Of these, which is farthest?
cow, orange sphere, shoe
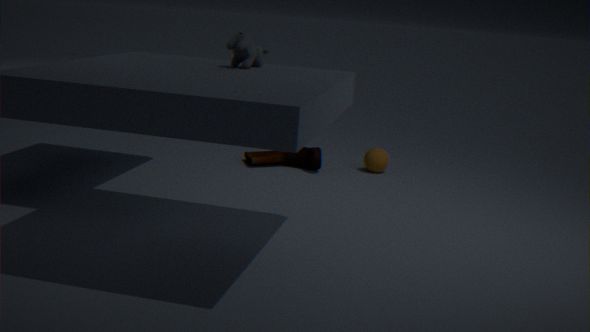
orange sphere
